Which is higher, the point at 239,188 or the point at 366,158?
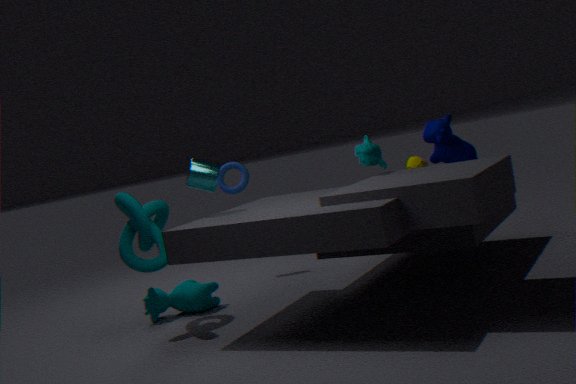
the point at 366,158
